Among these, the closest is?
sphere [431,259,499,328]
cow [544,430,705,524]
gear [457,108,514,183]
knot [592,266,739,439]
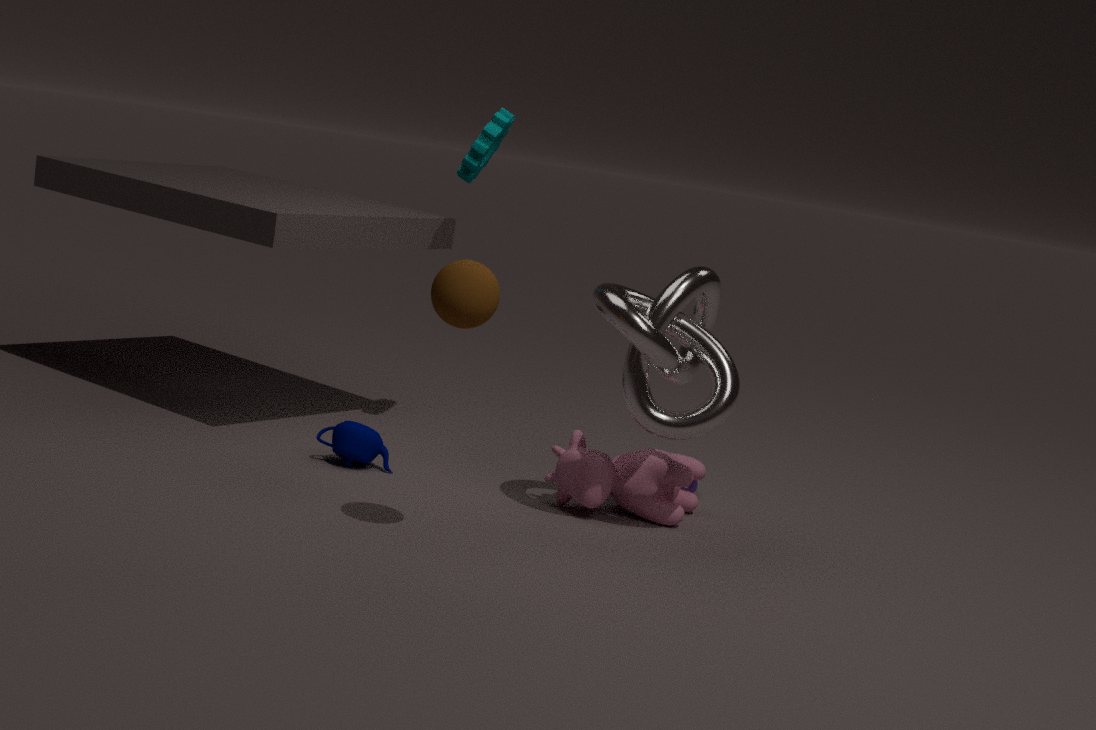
sphere [431,259,499,328]
